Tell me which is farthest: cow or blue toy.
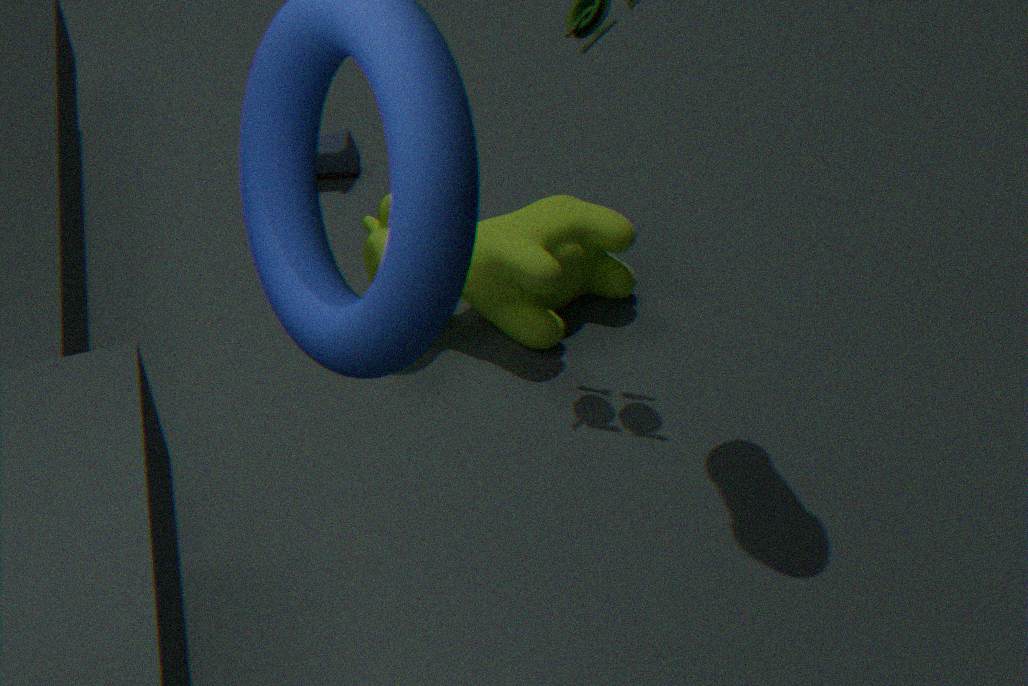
blue toy
